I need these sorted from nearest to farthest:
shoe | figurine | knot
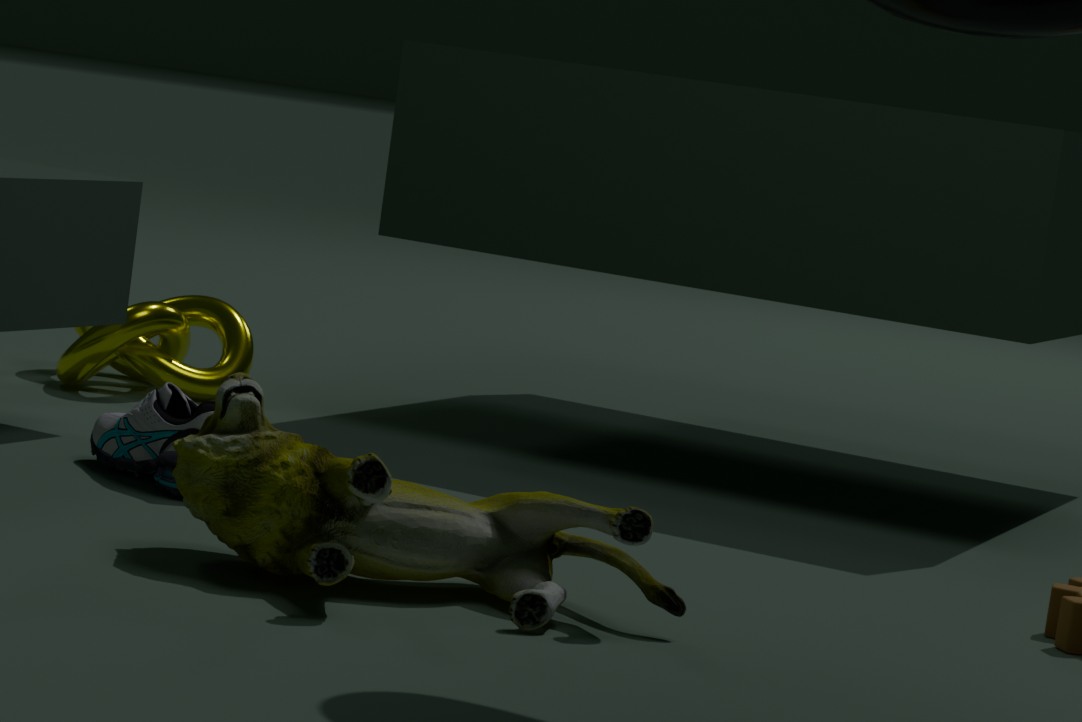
figurine
shoe
knot
